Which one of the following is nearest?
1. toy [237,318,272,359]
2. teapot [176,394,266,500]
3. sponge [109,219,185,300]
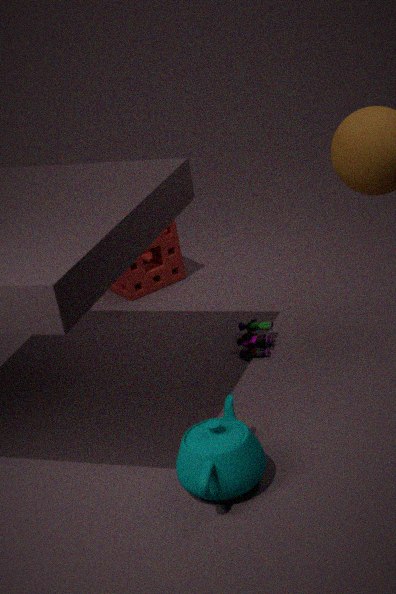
teapot [176,394,266,500]
